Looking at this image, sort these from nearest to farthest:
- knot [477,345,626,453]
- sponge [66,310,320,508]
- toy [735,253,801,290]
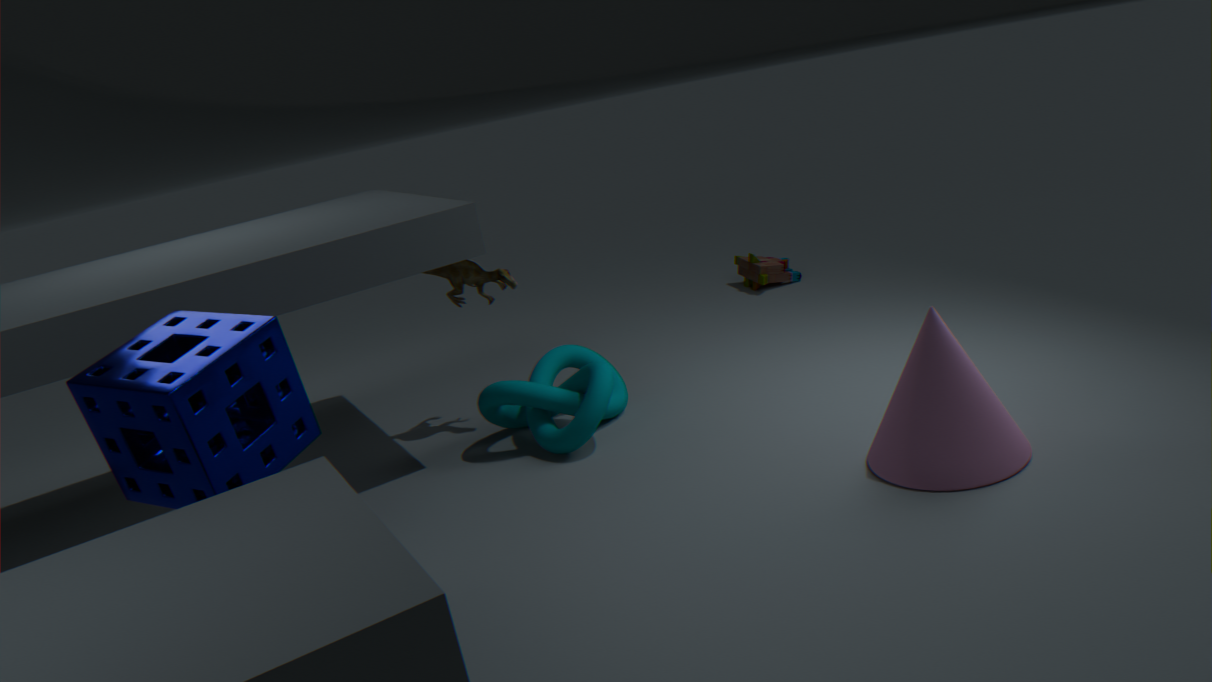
1. sponge [66,310,320,508]
2. knot [477,345,626,453]
3. toy [735,253,801,290]
